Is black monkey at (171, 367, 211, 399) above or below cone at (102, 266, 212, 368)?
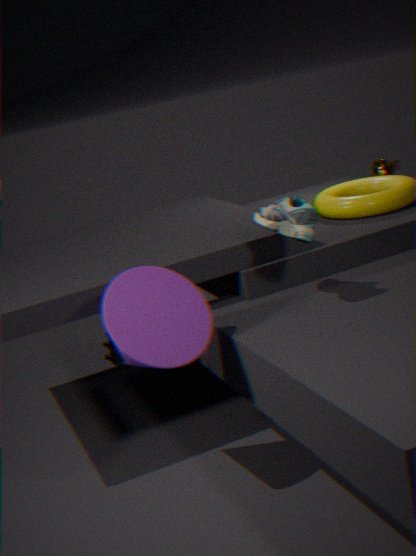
below
